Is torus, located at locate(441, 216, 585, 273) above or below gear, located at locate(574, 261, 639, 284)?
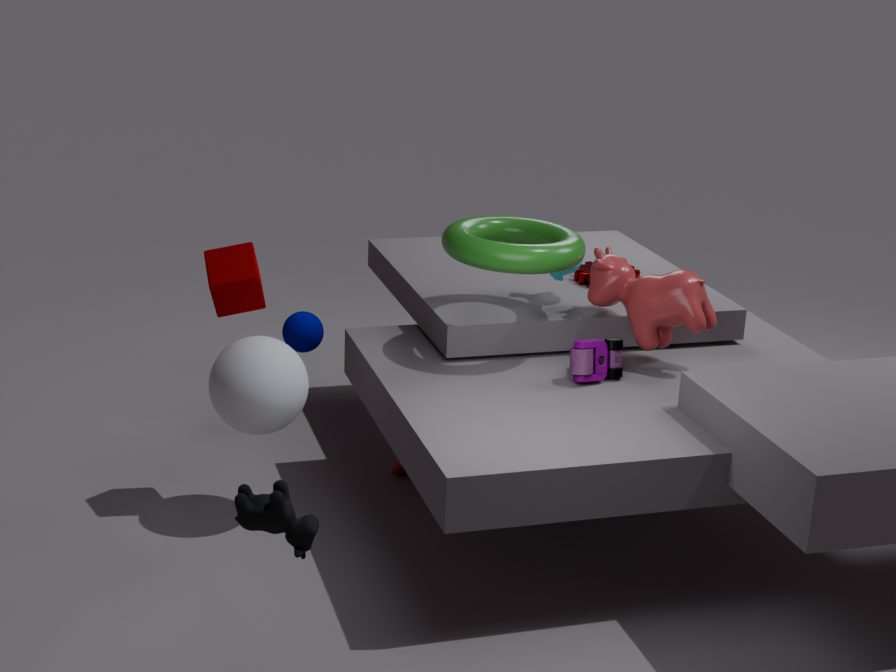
above
